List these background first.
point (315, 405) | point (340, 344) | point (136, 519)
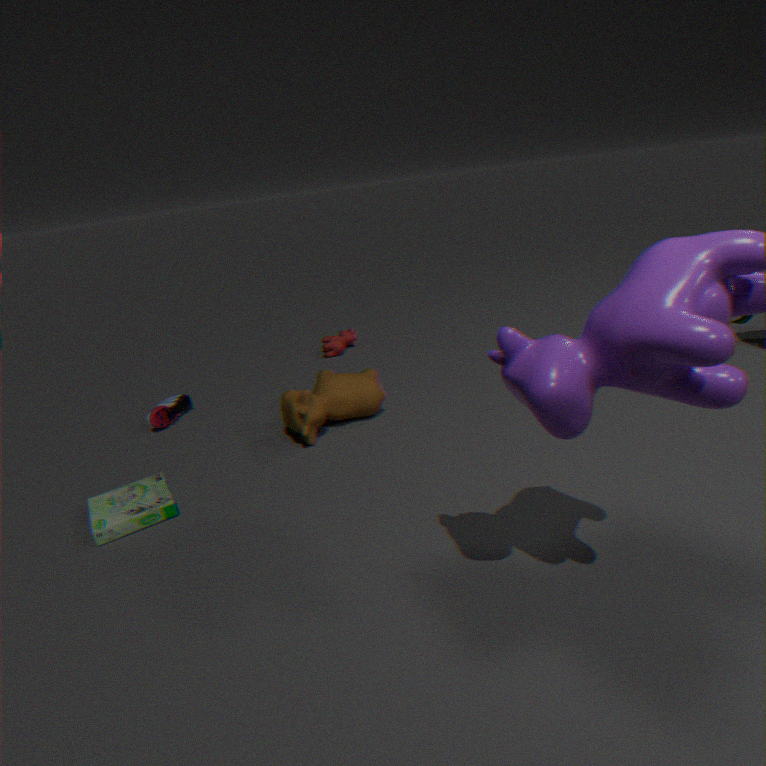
point (340, 344), point (315, 405), point (136, 519)
